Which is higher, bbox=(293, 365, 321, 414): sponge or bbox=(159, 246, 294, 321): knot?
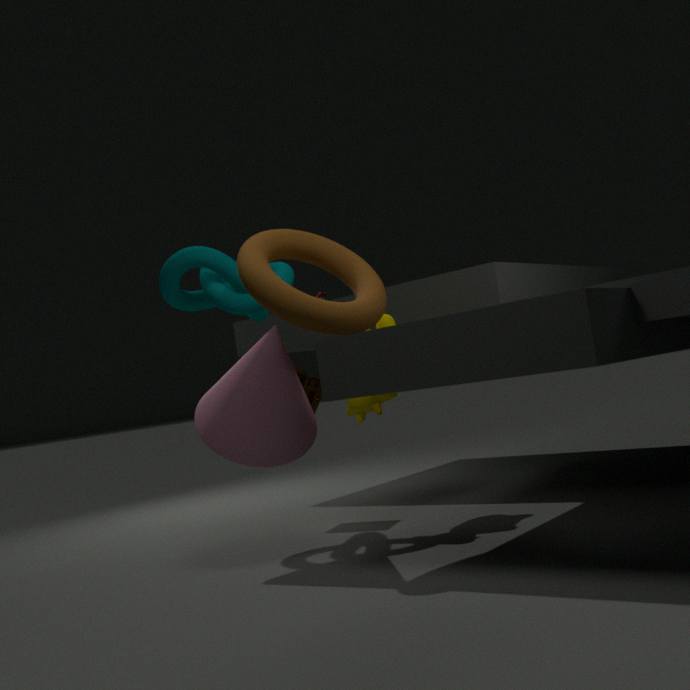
bbox=(159, 246, 294, 321): knot
